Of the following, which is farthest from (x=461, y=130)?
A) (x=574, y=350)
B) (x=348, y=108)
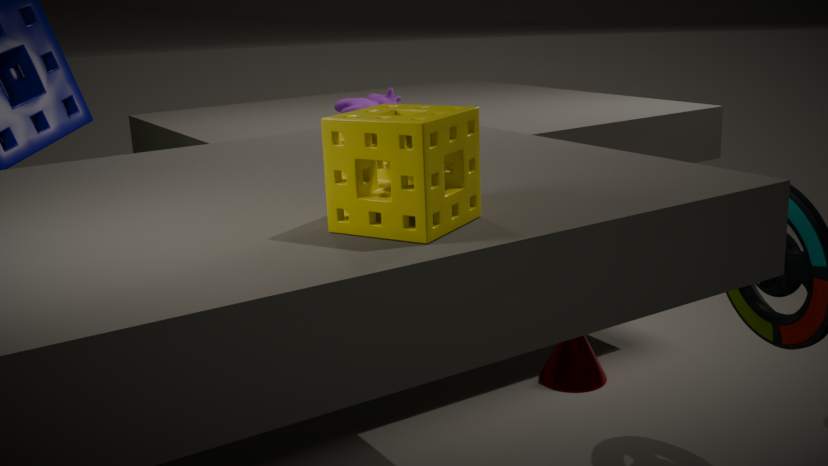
(x=574, y=350)
